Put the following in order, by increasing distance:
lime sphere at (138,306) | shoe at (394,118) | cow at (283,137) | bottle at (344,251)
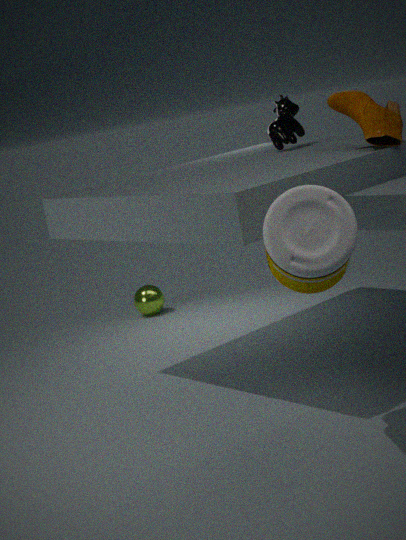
bottle at (344,251) → shoe at (394,118) → cow at (283,137) → lime sphere at (138,306)
